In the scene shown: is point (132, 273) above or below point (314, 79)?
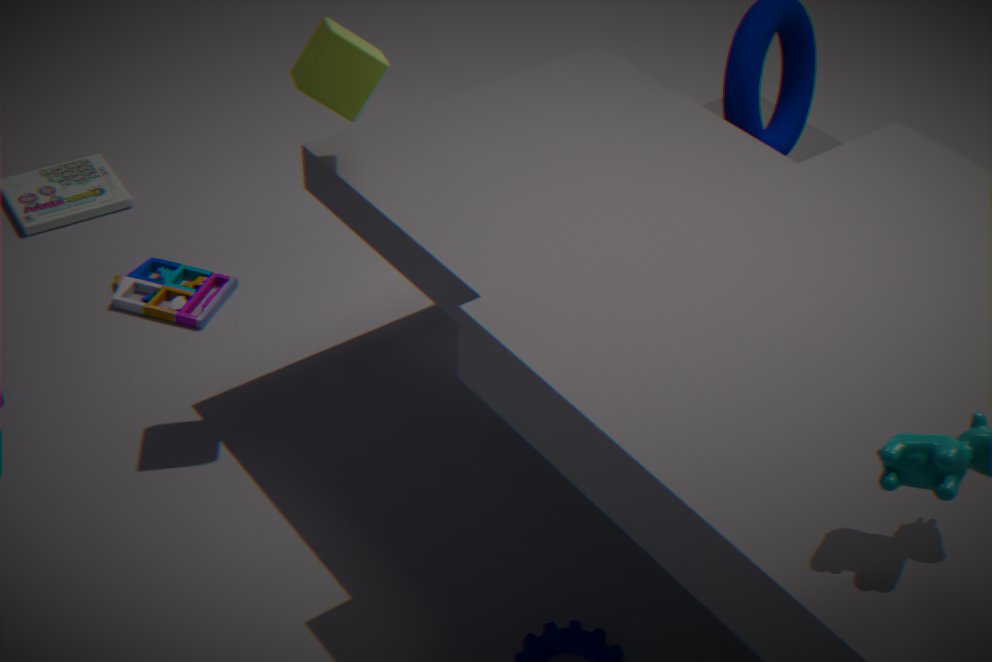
below
